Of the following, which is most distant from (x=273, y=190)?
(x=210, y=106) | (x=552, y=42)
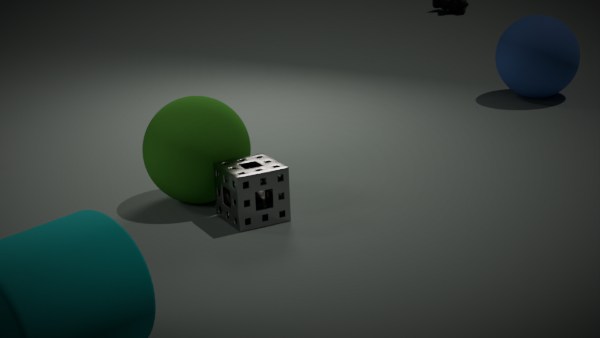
(x=552, y=42)
